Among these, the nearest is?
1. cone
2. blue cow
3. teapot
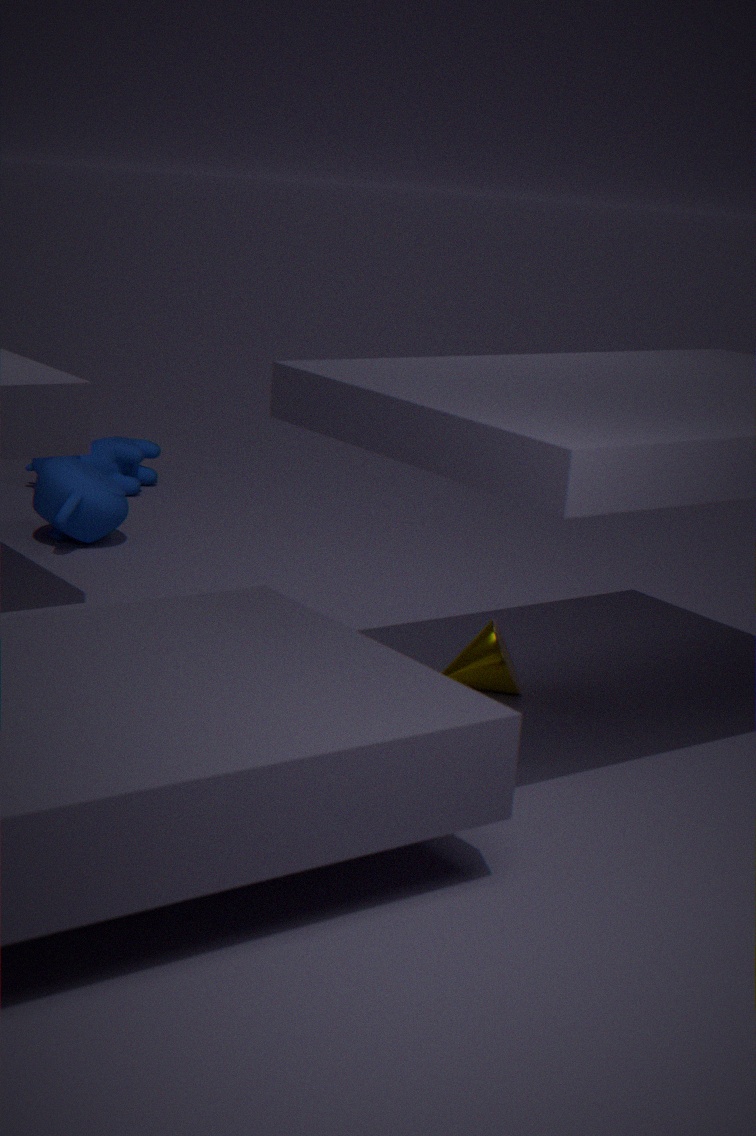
cone
